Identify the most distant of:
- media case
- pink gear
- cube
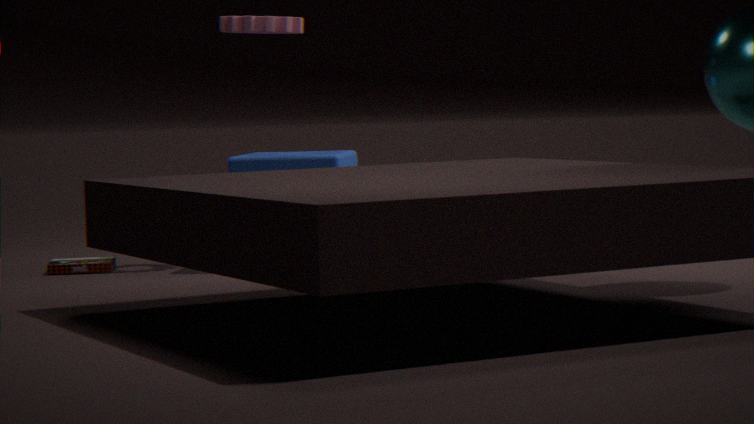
pink gear
